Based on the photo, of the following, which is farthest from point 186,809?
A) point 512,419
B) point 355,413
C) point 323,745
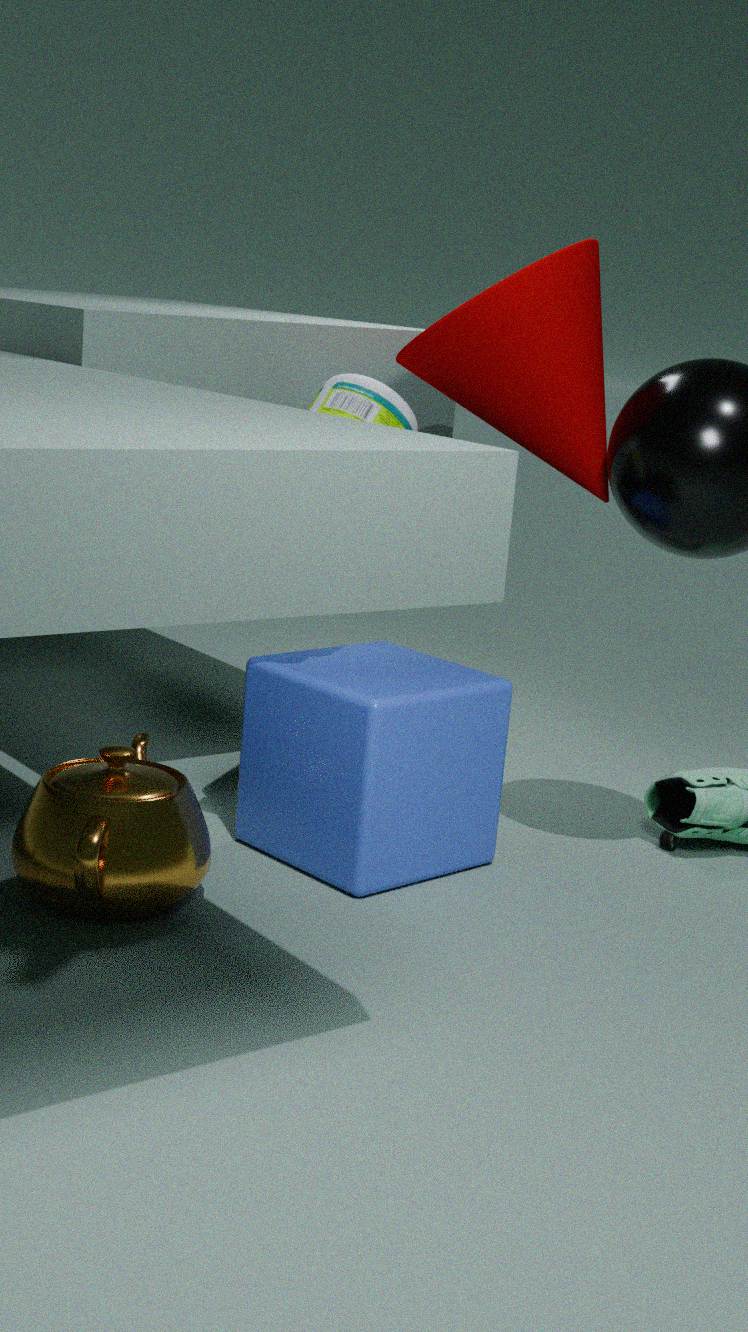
point 512,419
